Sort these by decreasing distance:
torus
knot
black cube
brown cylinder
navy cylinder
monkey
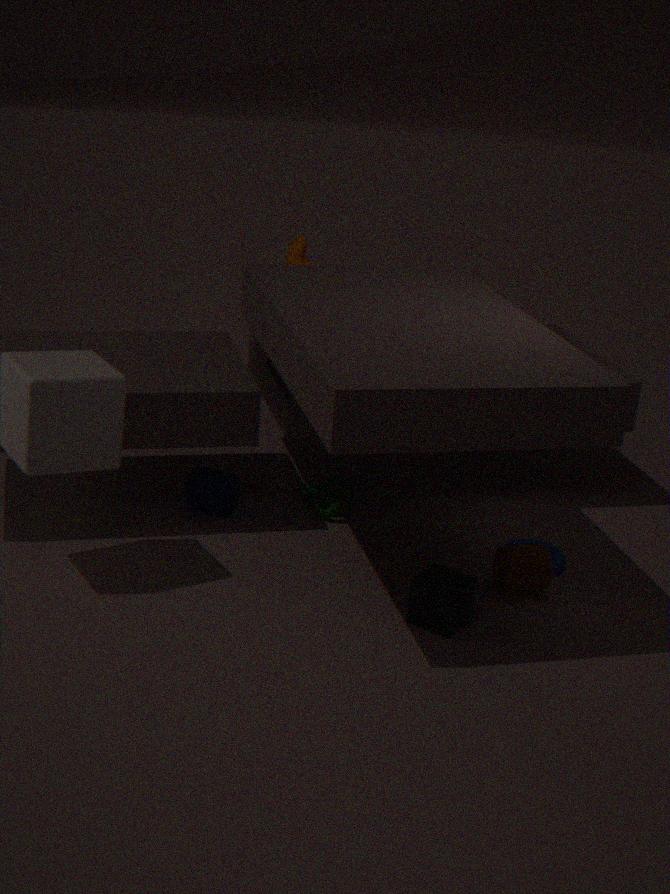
monkey
knot
navy cylinder
torus
brown cylinder
black cube
